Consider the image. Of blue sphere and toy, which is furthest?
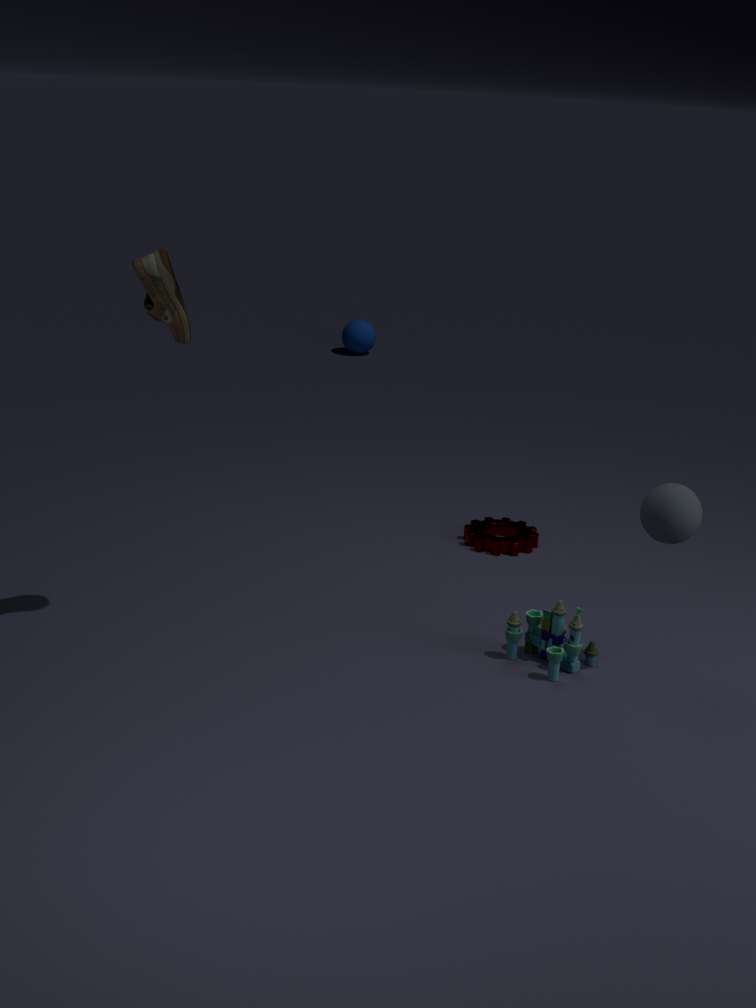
blue sphere
